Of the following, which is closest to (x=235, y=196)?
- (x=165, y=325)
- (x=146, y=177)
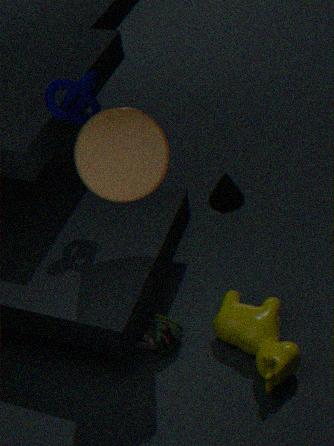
(x=165, y=325)
